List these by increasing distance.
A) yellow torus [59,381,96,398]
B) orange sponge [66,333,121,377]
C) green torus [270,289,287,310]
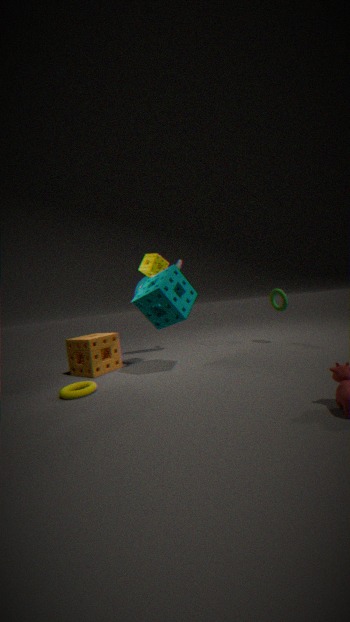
1. yellow torus [59,381,96,398]
2. orange sponge [66,333,121,377]
3. green torus [270,289,287,310]
